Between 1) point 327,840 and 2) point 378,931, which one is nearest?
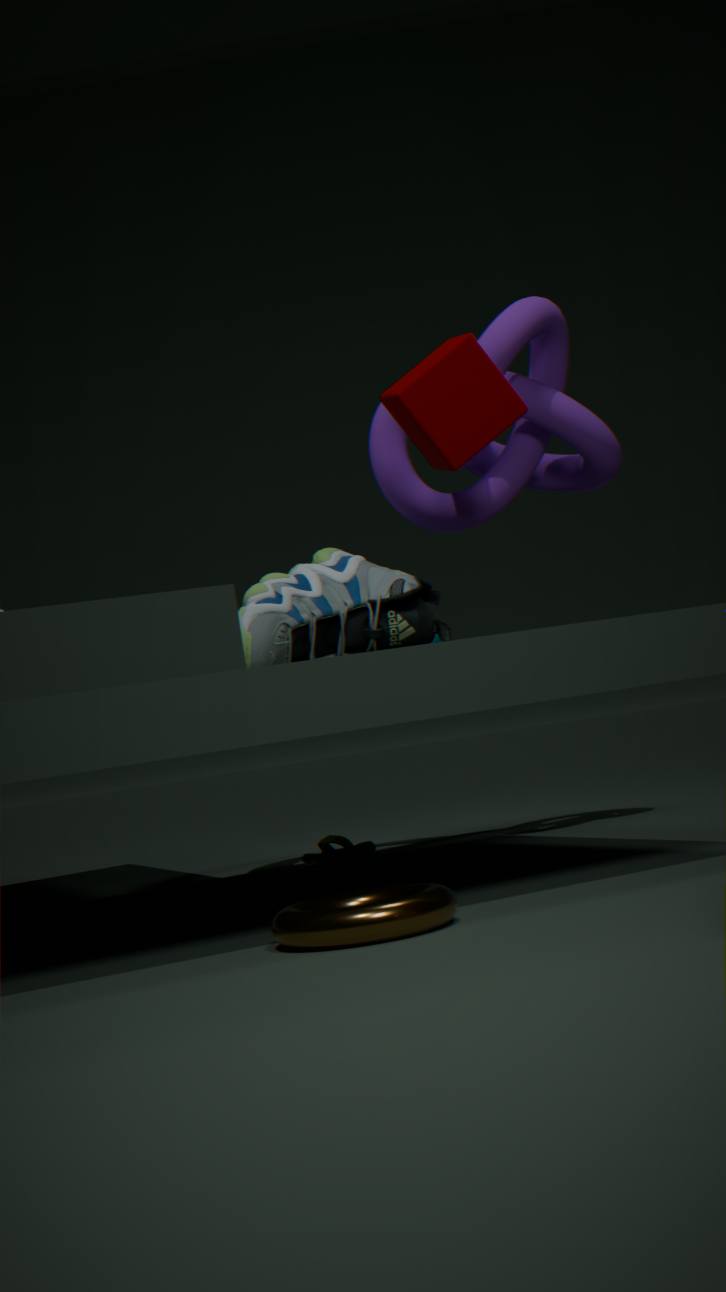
2. point 378,931
